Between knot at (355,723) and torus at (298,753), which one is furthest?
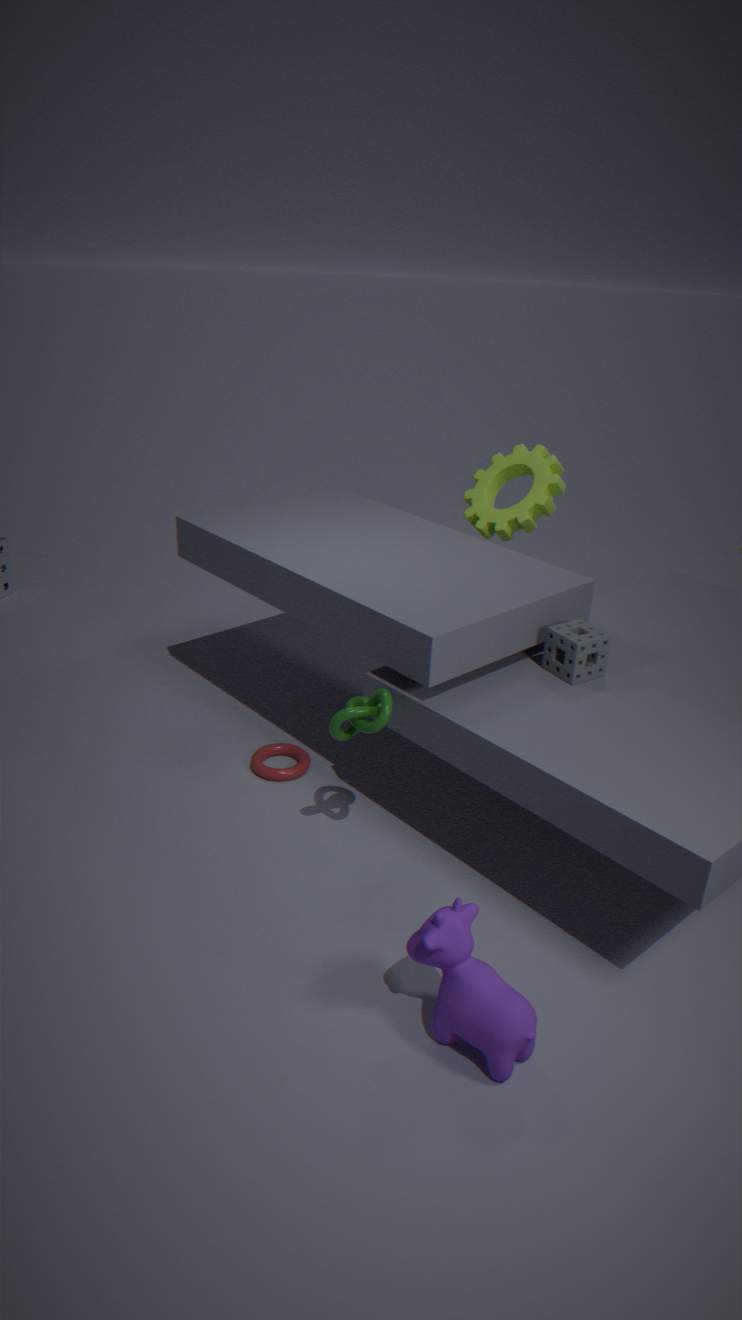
torus at (298,753)
